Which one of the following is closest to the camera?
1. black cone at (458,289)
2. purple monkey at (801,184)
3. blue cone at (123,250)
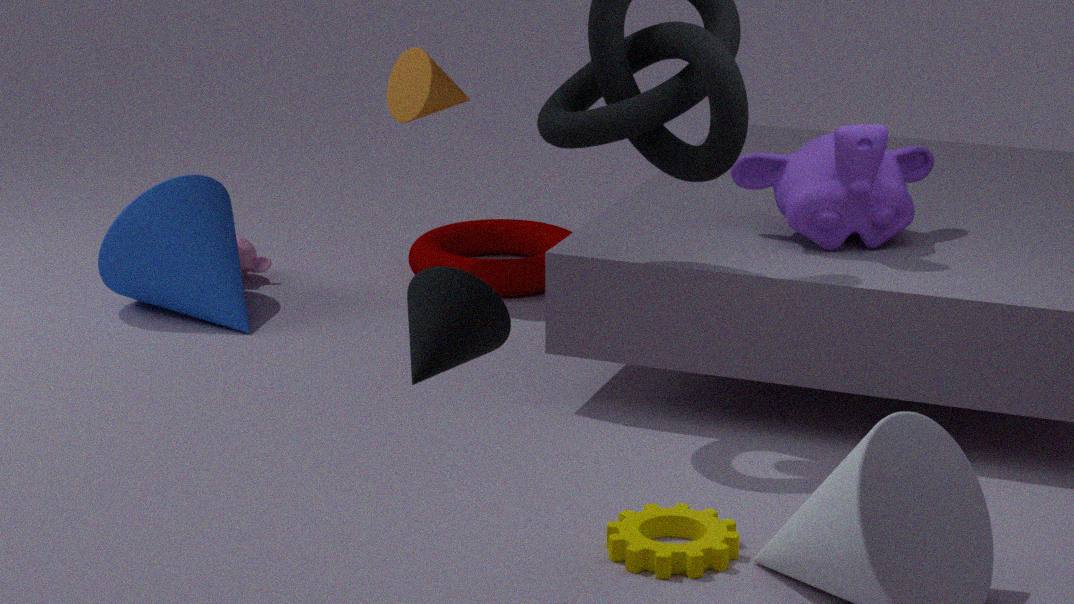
black cone at (458,289)
